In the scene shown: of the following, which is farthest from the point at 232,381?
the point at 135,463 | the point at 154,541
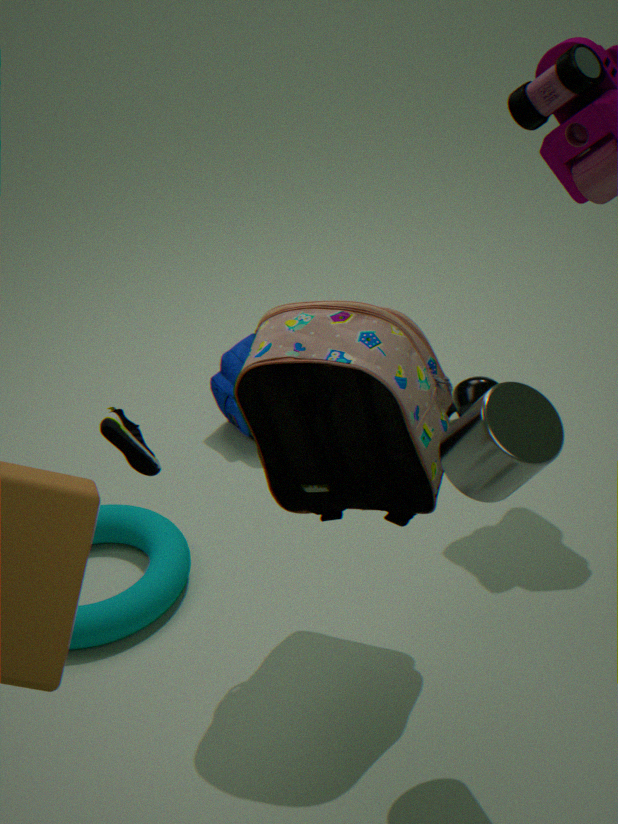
the point at 135,463
